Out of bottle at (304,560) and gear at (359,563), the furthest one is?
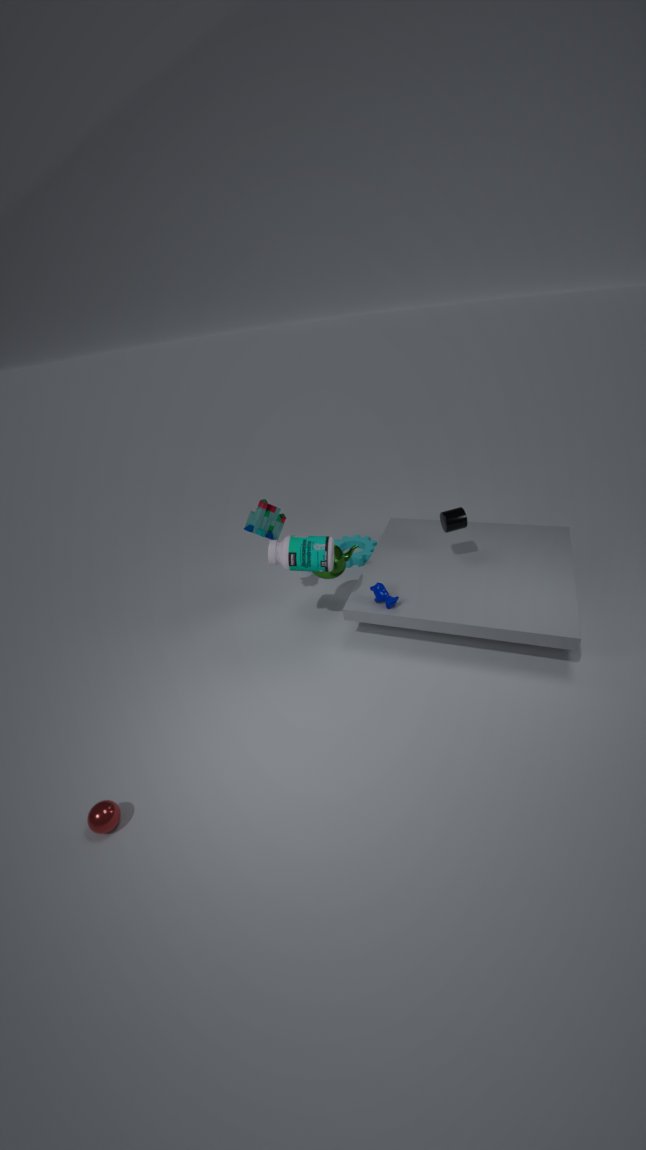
gear at (359,563)
